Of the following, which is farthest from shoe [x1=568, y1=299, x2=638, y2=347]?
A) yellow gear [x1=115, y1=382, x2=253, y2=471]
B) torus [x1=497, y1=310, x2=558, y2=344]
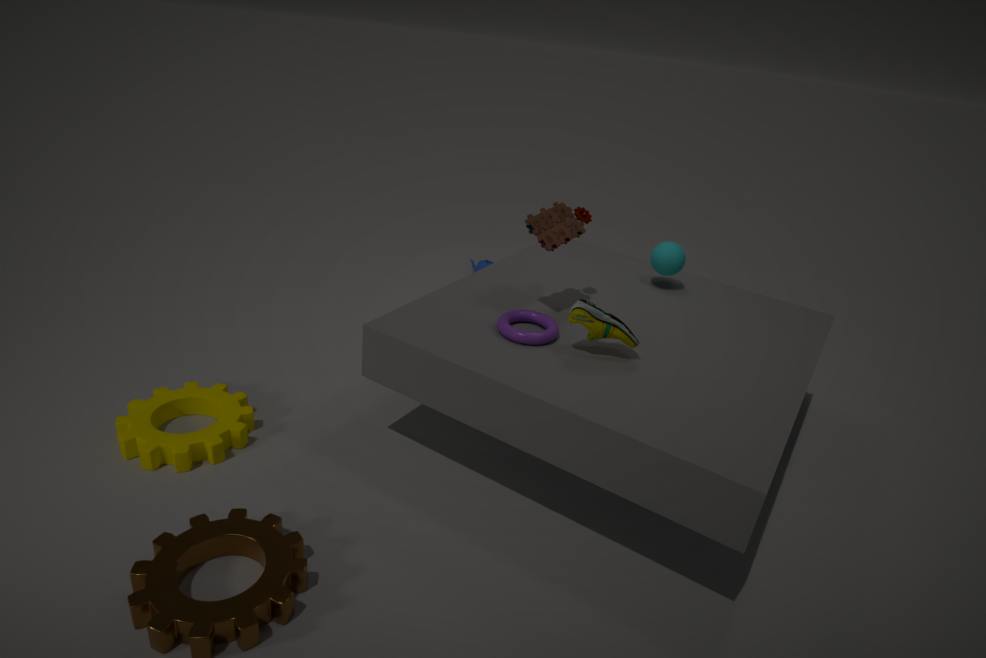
yellow gear [x1=115, y1=382, x2=253, y2=471]
